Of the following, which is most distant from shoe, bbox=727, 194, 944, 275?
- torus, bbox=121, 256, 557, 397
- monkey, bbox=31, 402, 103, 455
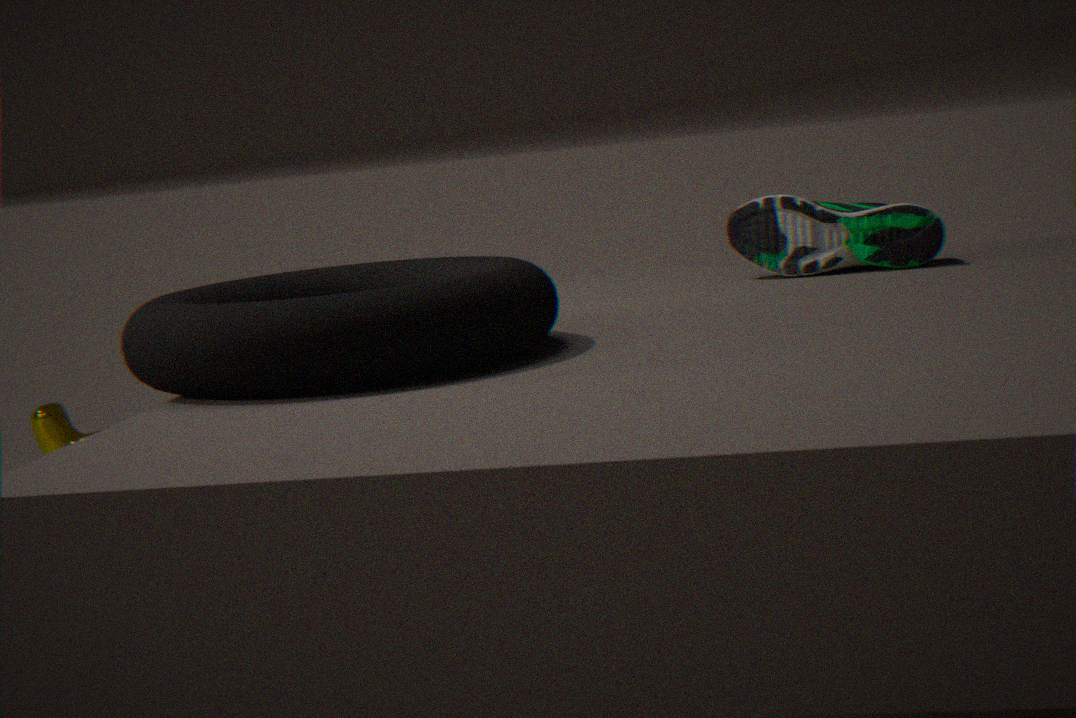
monkey, bbox=31, 402, 103, 455
